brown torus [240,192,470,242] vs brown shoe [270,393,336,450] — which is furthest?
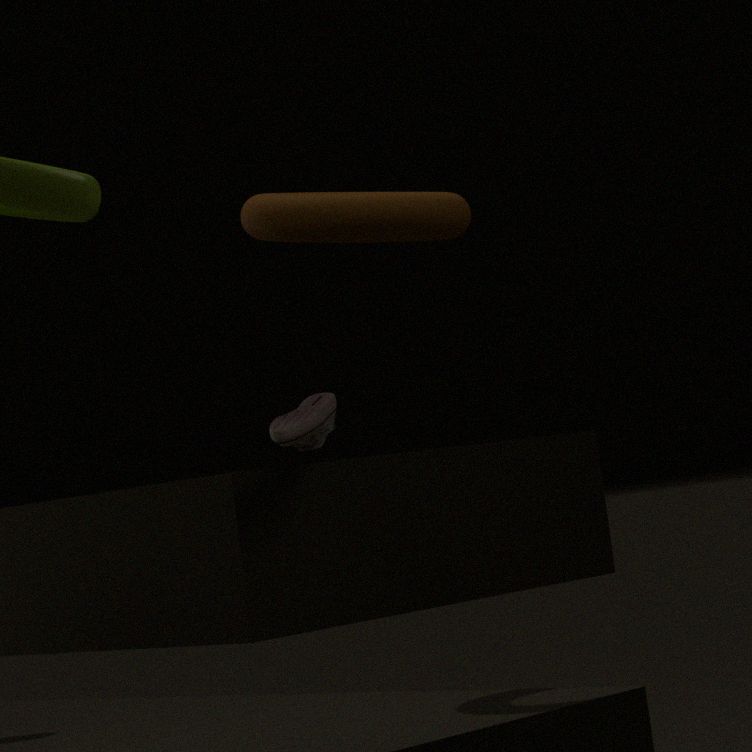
brown shoe [270,393,336,450]
